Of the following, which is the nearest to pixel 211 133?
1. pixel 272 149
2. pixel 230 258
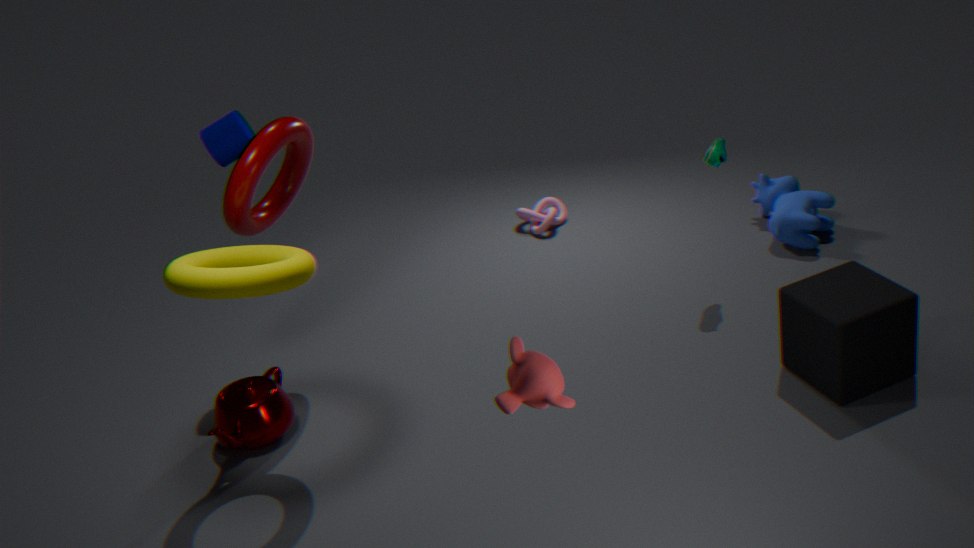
pixel 272 149
